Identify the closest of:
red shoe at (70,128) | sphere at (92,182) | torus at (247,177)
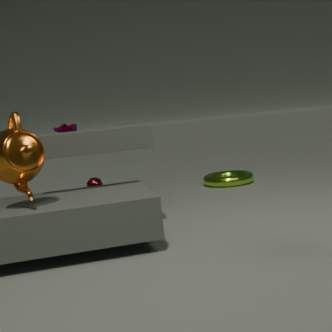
red shoe at (70,128)
